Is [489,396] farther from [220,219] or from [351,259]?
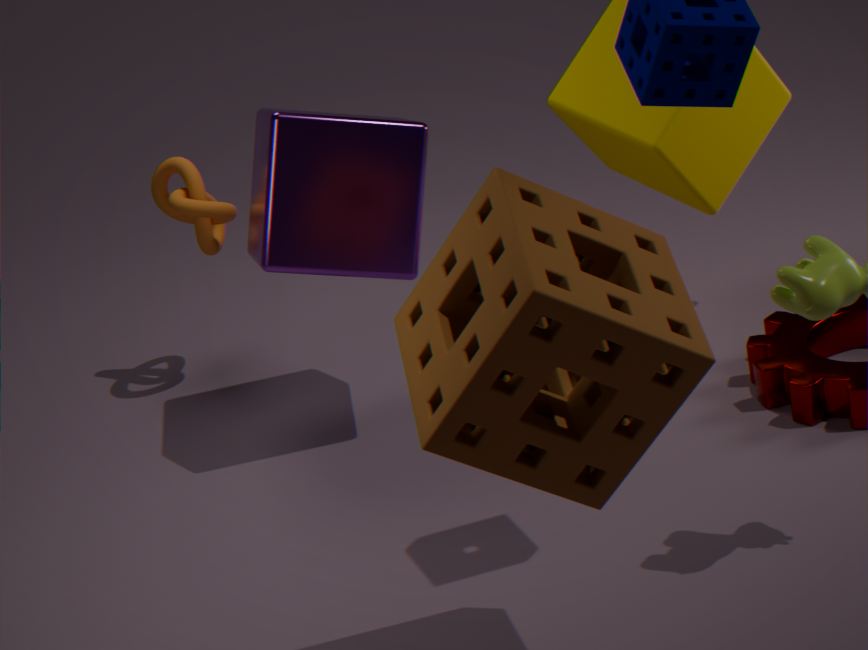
[220,219]
